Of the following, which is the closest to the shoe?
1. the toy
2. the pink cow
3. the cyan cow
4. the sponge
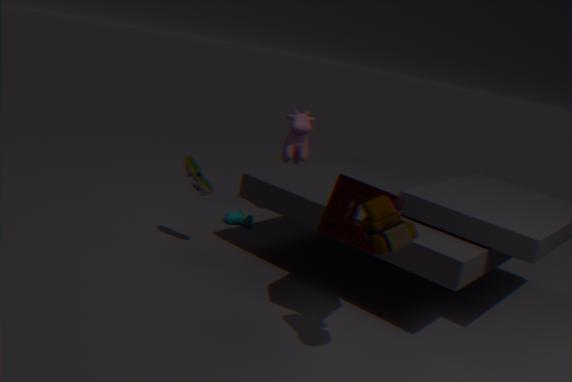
the cyan cow
